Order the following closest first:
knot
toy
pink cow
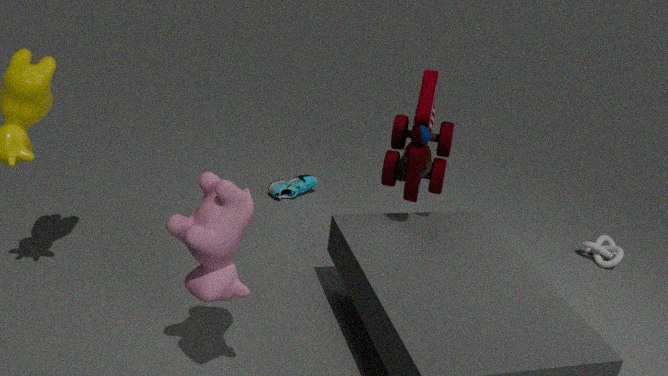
pink cow < toy < knot
